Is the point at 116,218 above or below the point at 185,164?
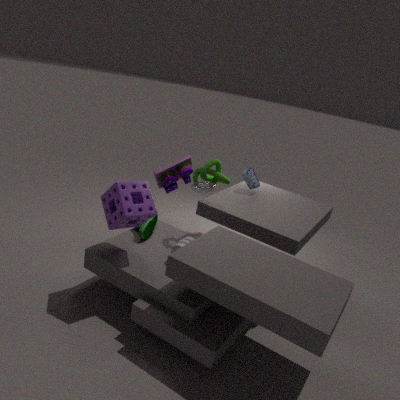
above
